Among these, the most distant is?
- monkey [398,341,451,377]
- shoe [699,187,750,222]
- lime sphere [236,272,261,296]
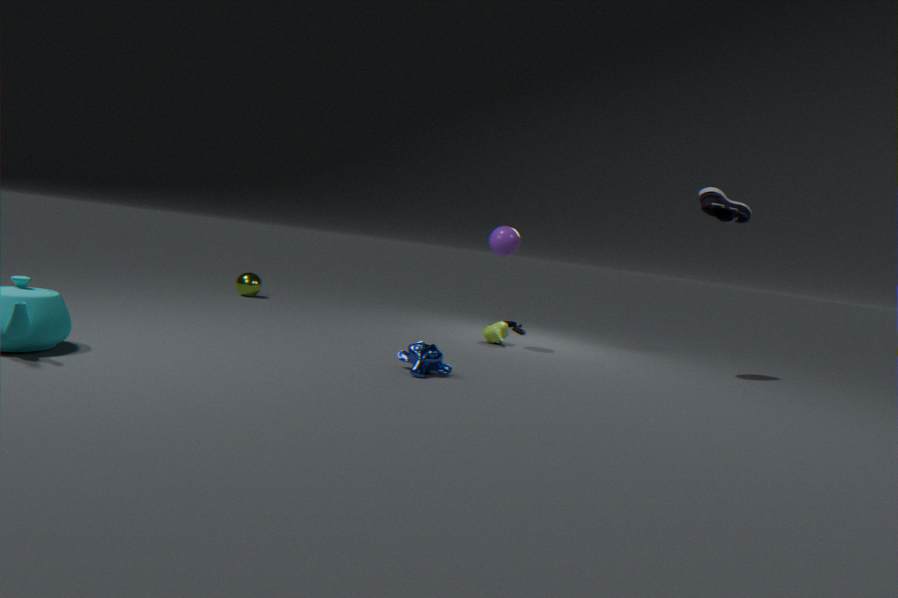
lime sphere [236,272,261,296]
